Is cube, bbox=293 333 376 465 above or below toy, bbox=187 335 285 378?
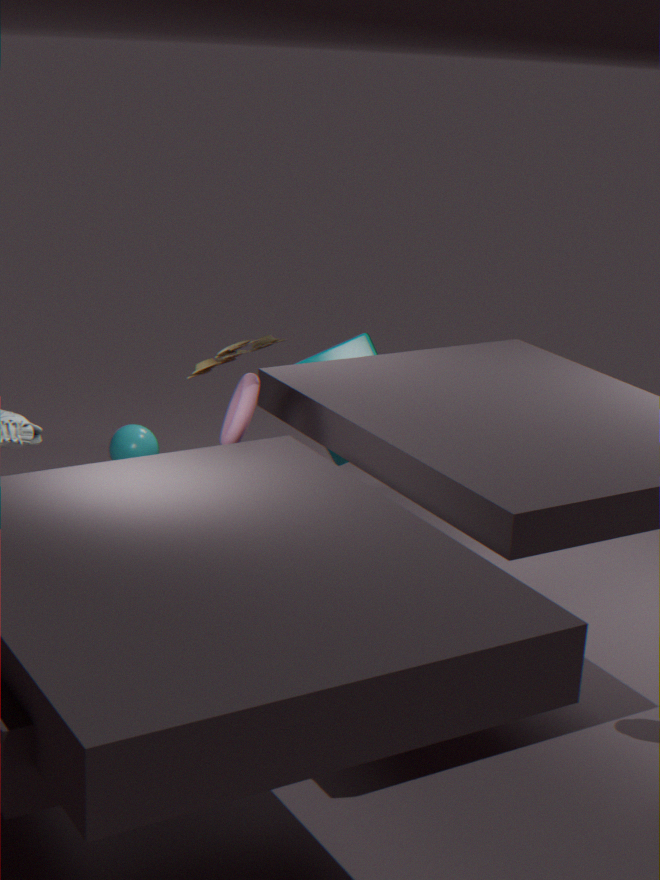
below
